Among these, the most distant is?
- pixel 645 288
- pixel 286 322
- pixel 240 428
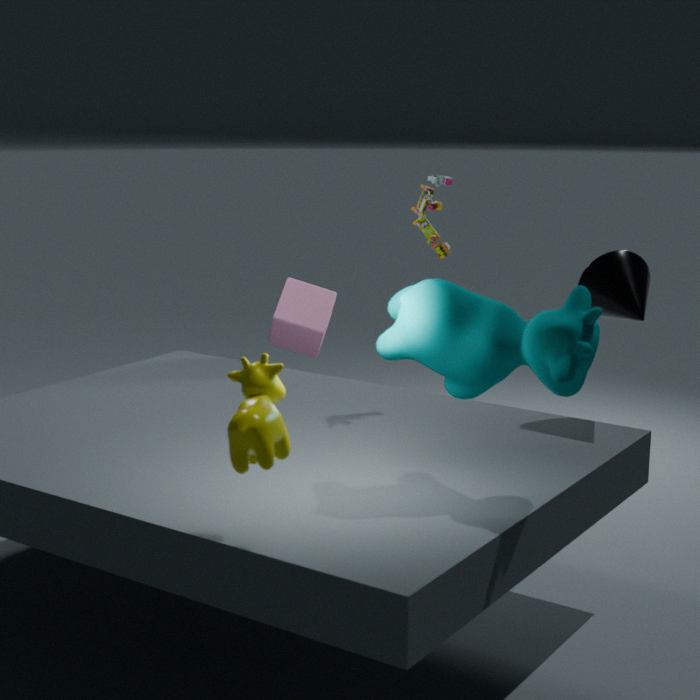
pixel 286 322
